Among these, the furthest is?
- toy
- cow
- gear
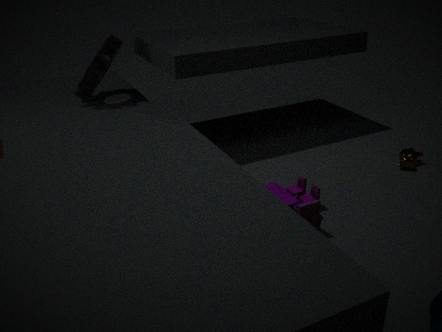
gear
